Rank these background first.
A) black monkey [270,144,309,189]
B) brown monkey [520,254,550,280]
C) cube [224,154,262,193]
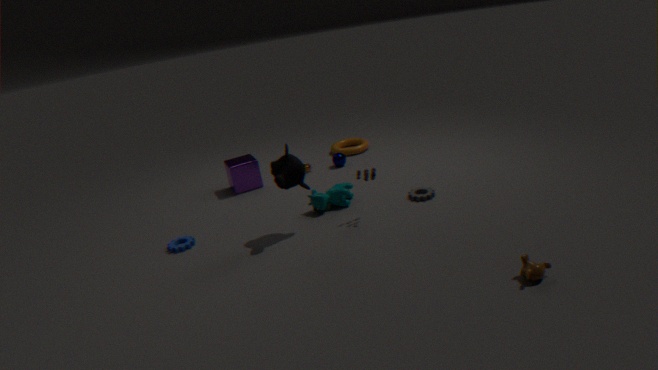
1. cube [224,154,262,193]
2. black monkey [270,144,309,189]
3. brown monkey [520,254,550,280]
